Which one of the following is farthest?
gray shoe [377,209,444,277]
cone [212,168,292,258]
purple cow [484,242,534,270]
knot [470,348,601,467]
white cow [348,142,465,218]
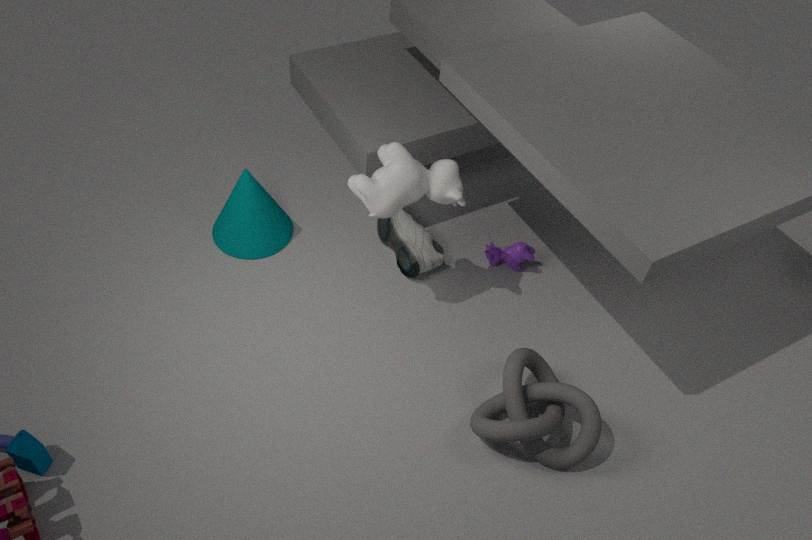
purple cow [484,242,534,270]
